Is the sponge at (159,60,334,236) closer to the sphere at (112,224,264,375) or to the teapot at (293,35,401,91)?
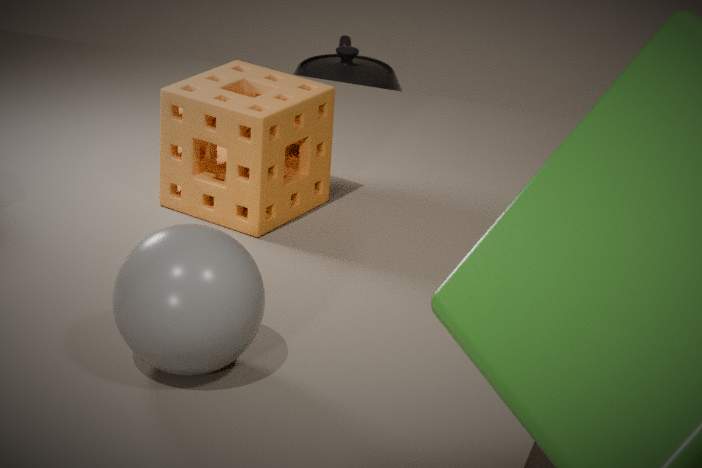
the sphere at (112,224,264,375)
